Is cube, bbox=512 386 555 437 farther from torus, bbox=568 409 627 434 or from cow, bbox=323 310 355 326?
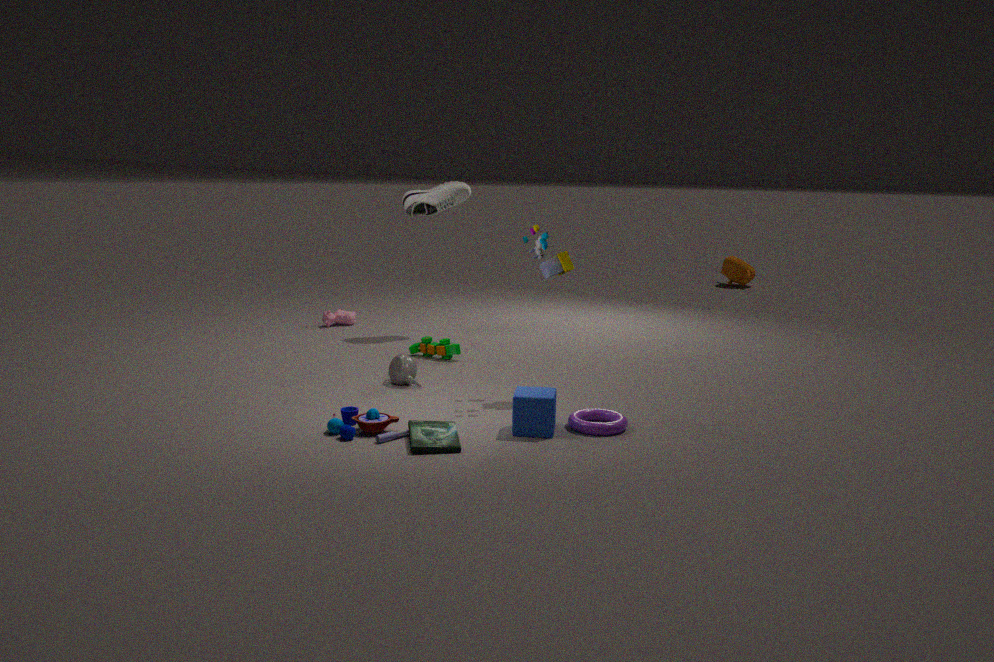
cow, bbox=323 310 355 326
